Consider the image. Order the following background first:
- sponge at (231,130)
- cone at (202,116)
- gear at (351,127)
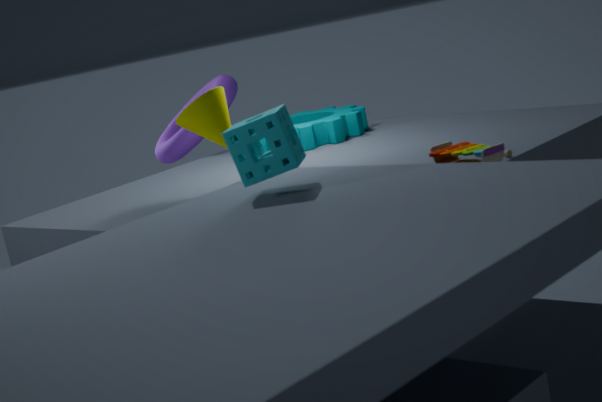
gear at (351,127) → cone at (202,116) → sponge at (231,130)
